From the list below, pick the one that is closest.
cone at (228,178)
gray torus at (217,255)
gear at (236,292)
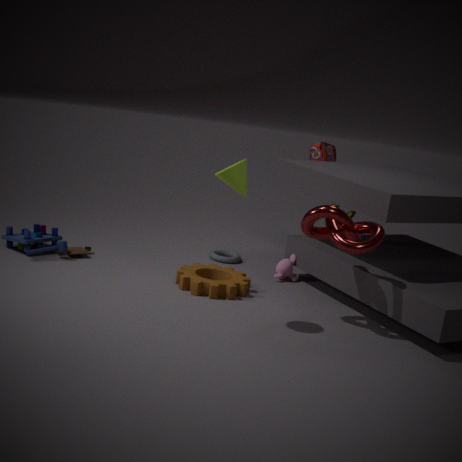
cone at (228,178)
